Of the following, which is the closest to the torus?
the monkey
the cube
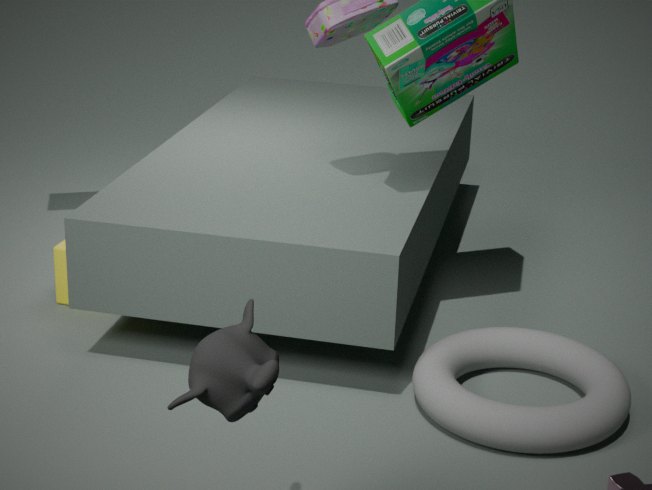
the monkey
